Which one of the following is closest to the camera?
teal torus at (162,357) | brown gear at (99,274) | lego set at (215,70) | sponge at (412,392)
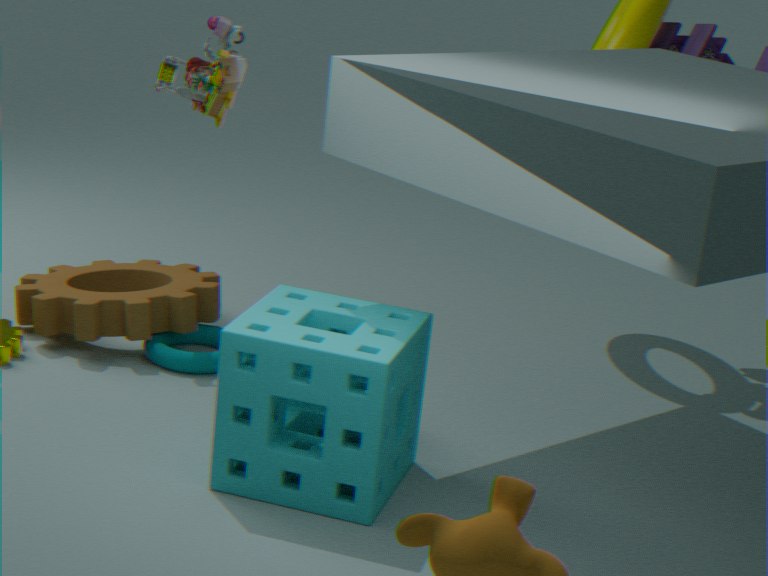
sponge at (412,392)
